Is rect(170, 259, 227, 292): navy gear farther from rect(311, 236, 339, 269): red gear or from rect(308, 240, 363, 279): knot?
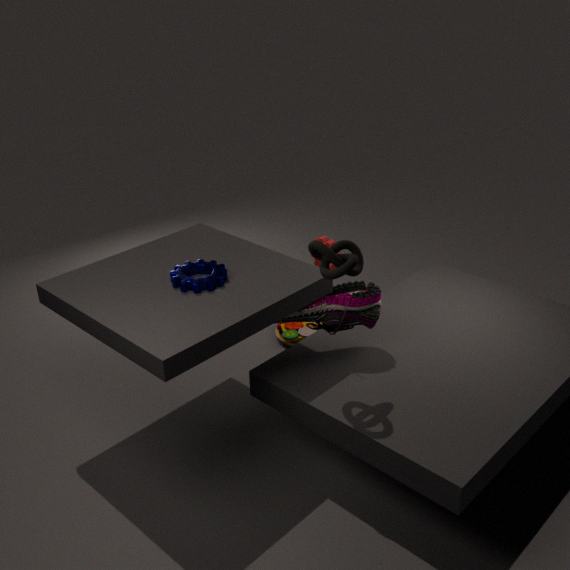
rect(311, 236, 339, 269): red gear
